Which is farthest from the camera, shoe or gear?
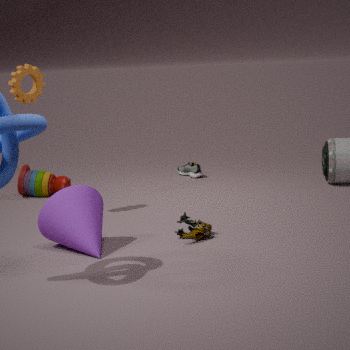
shoe
